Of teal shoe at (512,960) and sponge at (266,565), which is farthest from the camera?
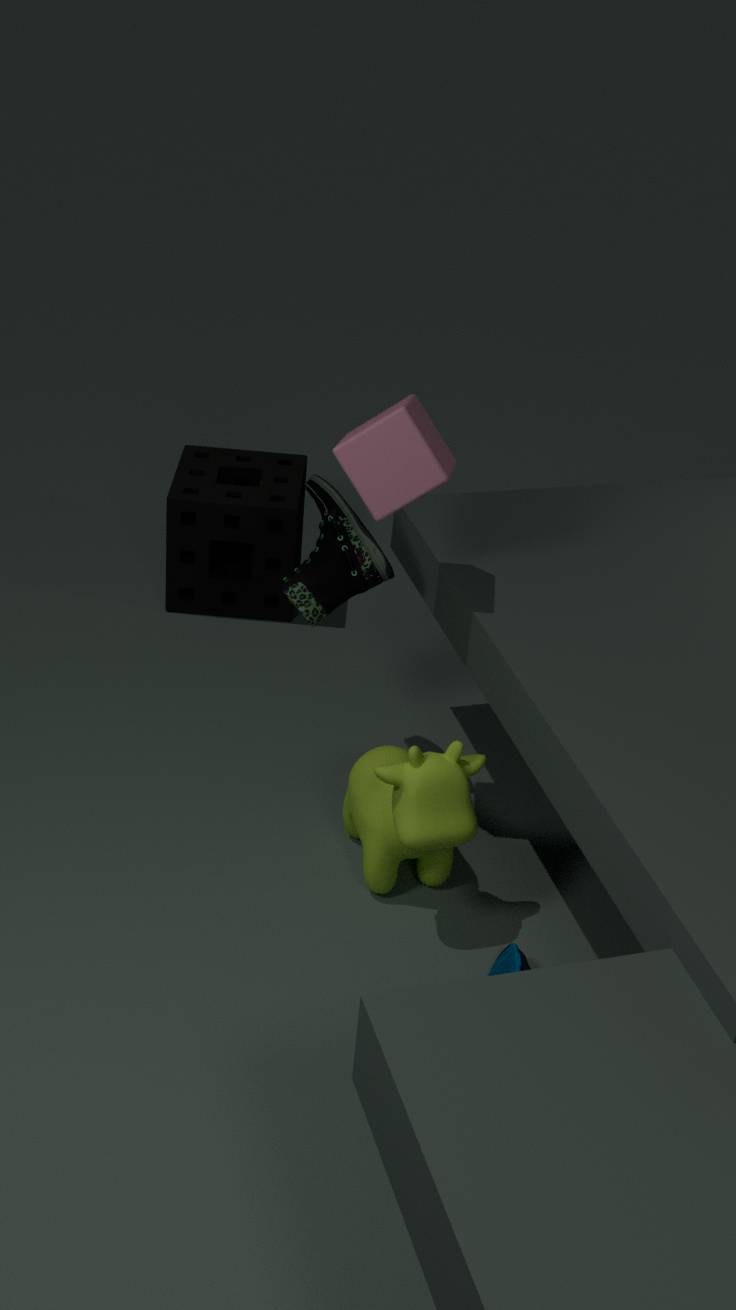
sponge at (266,565)
